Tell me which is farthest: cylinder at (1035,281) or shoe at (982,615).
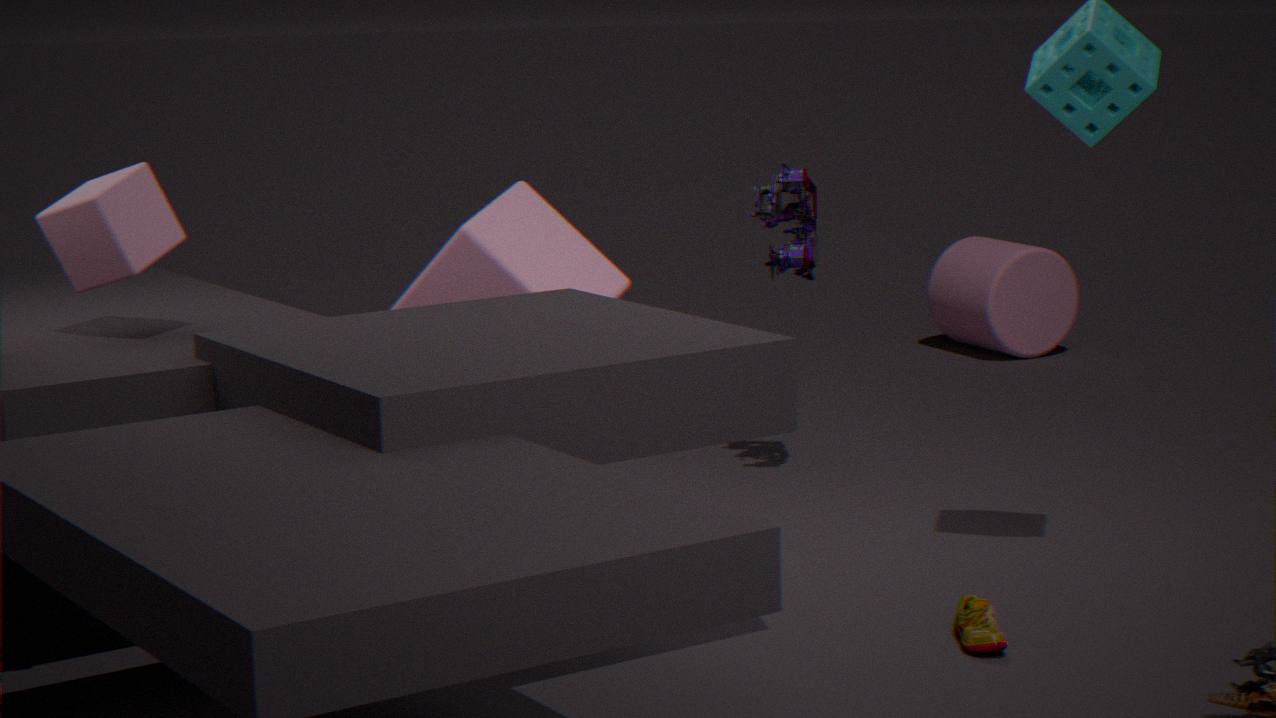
cylinder at (1035,281)
